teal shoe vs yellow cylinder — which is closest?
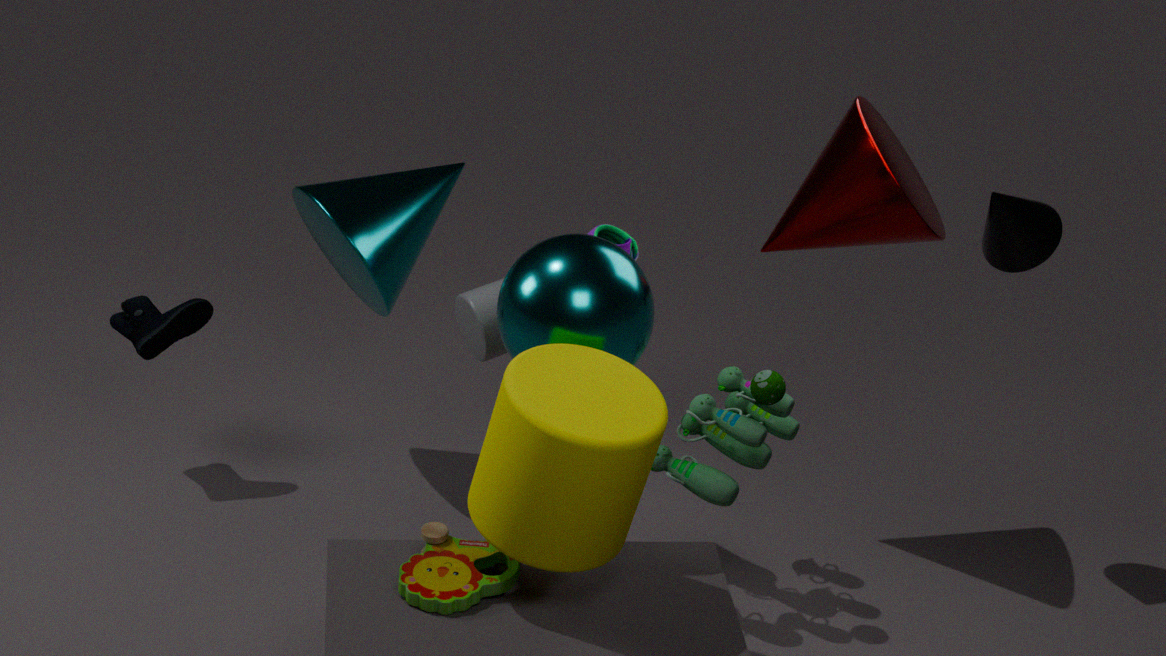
yellow cylinder
